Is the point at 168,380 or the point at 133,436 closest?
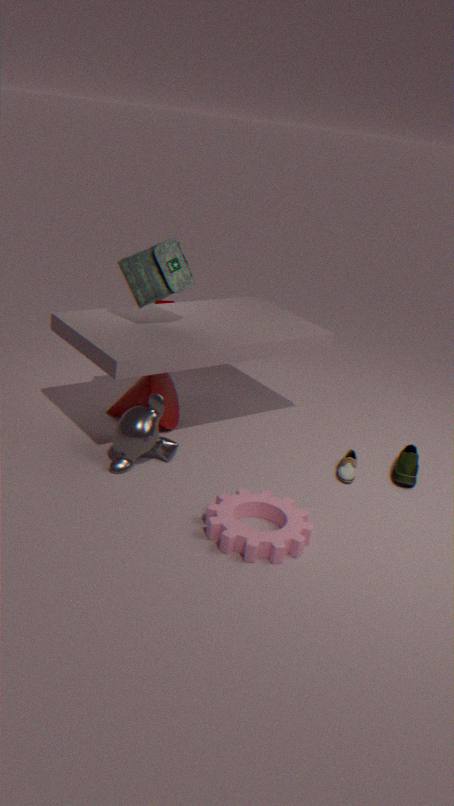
the point at 133,436
